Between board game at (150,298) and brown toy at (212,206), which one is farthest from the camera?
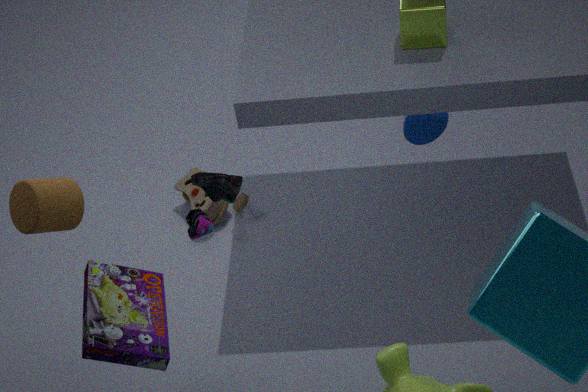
brown toy at (212,206)
